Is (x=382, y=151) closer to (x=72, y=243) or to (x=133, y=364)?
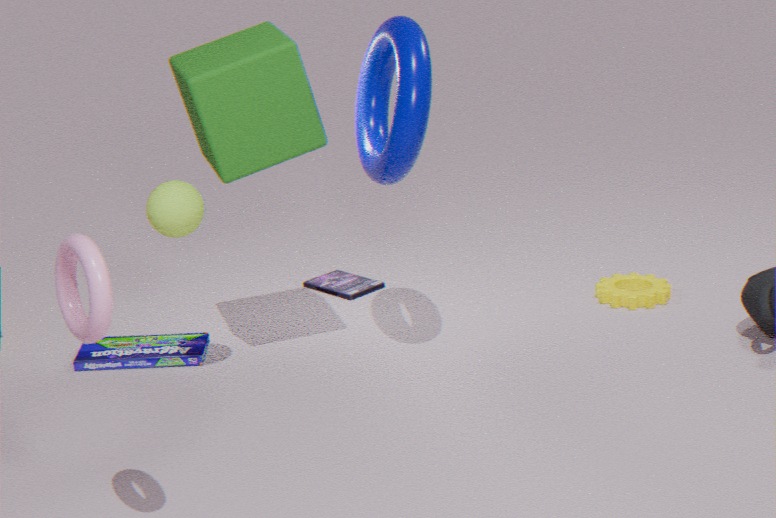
(x=133, y=364)
